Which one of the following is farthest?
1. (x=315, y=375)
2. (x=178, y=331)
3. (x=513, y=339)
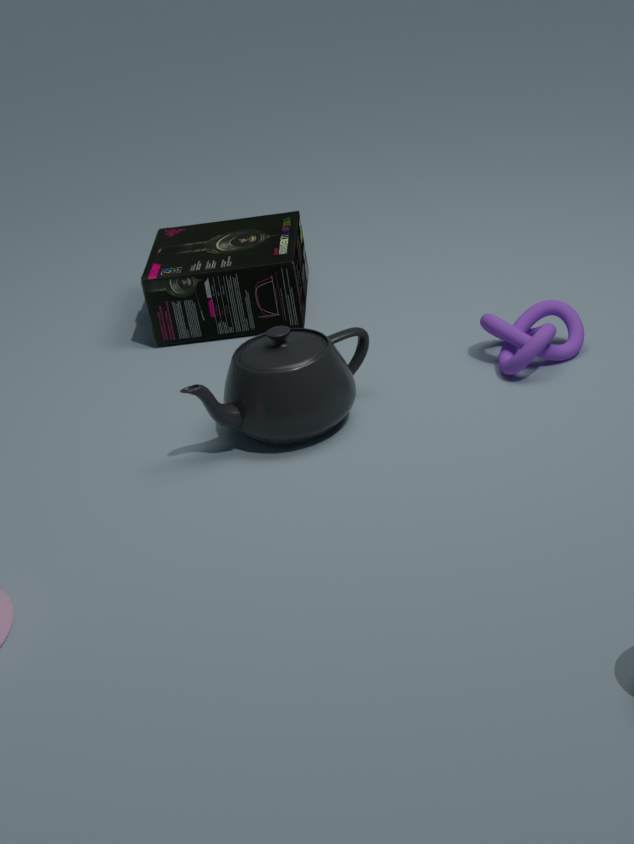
(x=178, y=331)
